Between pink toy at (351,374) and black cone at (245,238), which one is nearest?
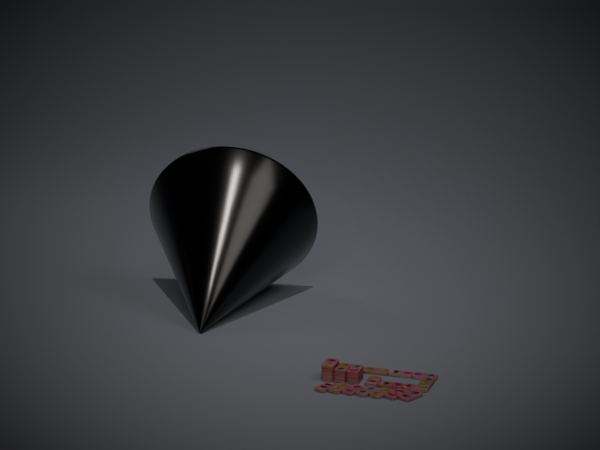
pink toy at (351,374)
